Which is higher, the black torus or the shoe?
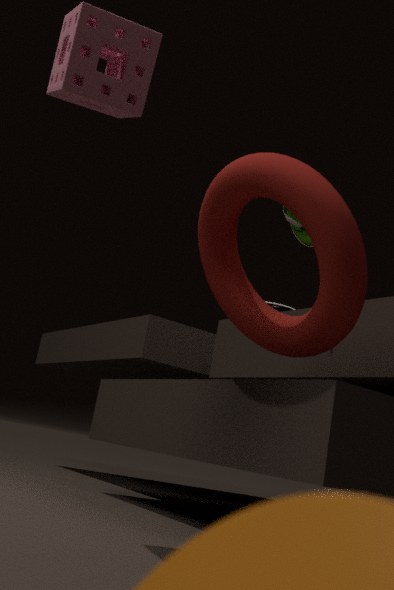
the shoe
